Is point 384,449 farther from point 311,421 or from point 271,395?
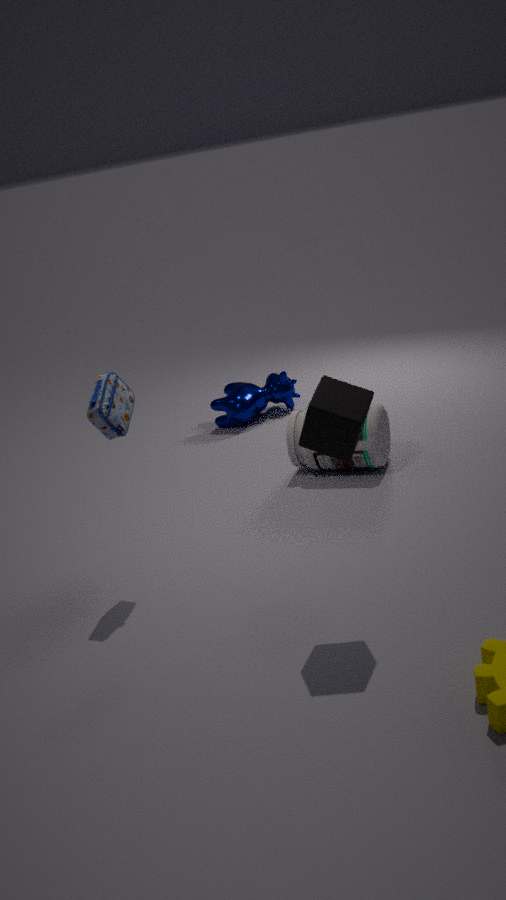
point 311,421
